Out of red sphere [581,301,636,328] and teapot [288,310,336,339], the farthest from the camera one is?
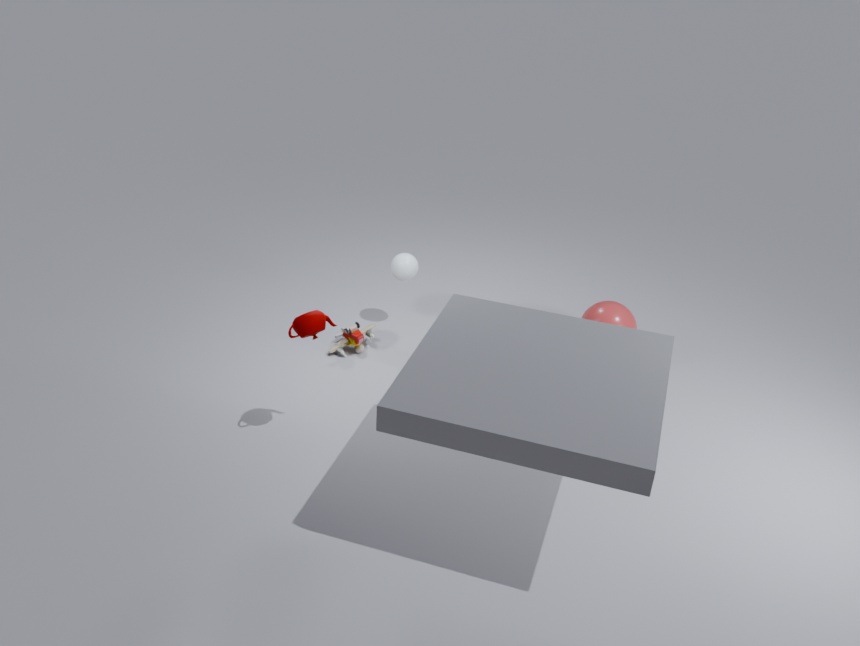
red sphere [581,301,636,328]
